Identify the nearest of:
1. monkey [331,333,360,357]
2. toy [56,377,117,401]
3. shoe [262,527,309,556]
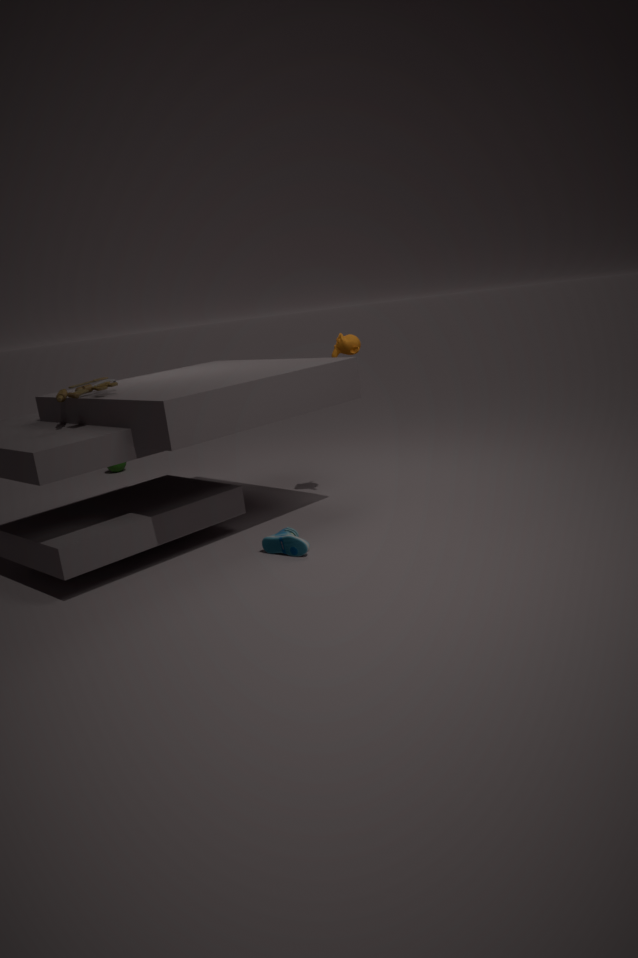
shoe [262,527,309,556]
